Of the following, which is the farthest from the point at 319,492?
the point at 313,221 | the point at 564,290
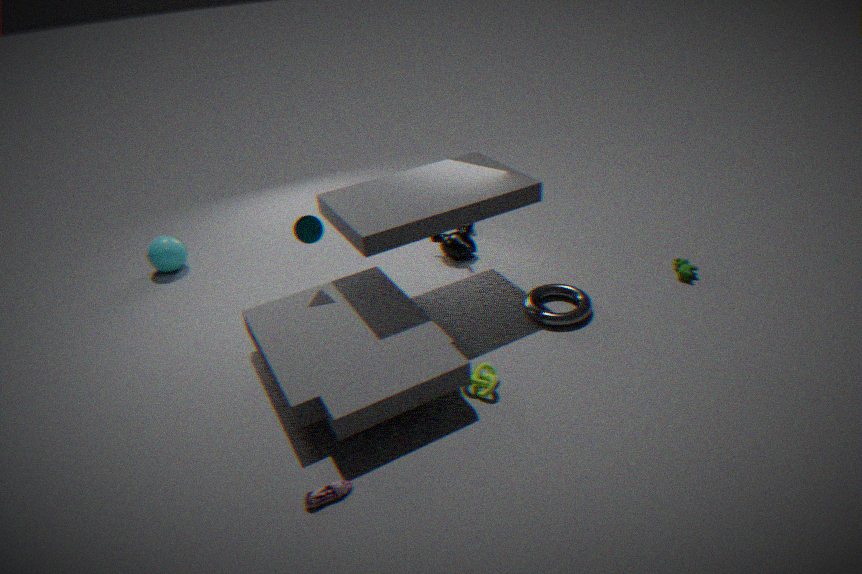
the point at 564,290
